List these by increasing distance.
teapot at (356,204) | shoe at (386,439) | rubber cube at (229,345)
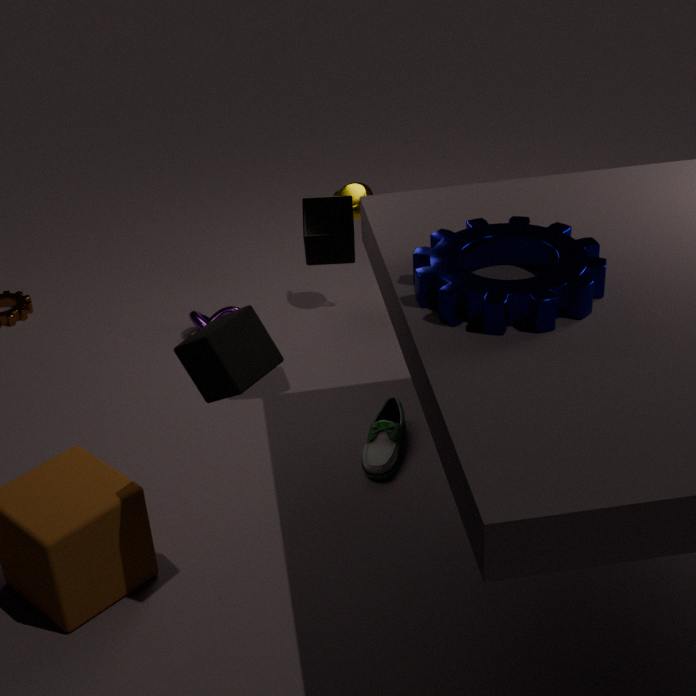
rubber cube at (229,345)
shoe at (386,439)
teapot at (356,204)
